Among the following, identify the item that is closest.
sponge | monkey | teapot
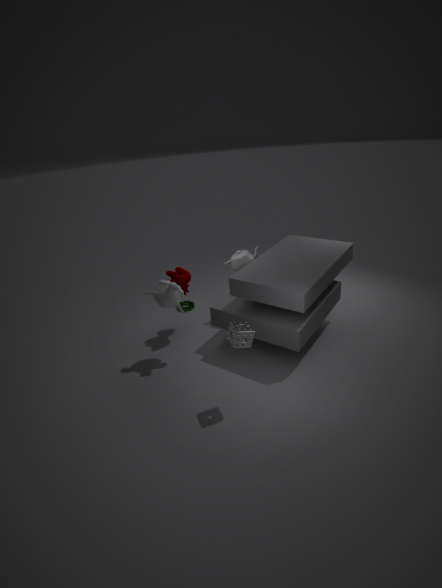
sponge
